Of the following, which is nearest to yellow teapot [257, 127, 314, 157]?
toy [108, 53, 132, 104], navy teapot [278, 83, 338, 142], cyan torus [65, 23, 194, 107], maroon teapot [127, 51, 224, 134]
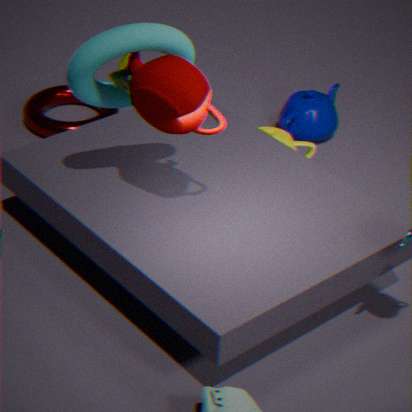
navy teapot [278, 83, 338, 142]
